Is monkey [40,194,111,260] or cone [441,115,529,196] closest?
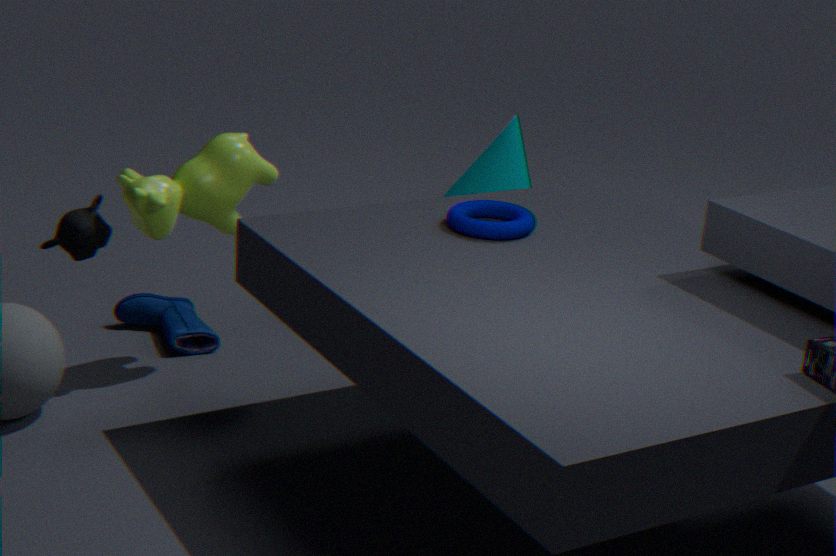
monkey [40,194,111,260]
